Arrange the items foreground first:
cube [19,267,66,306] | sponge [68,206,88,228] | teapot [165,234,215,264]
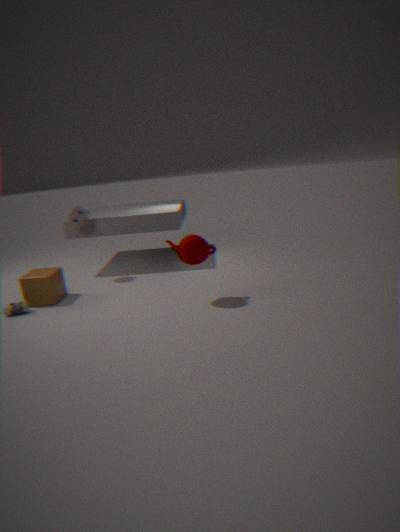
teapot [165,234,215,264] < cube [19,267,66,306] < sponge [68,206,88,228]
